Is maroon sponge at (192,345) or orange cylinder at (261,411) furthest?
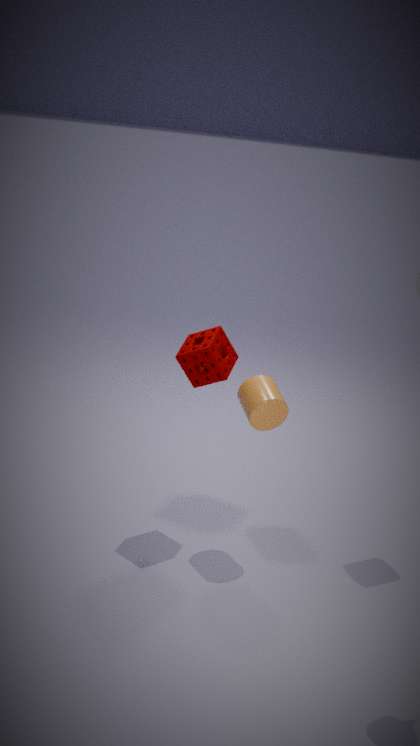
maroon sponge at (192,345)
